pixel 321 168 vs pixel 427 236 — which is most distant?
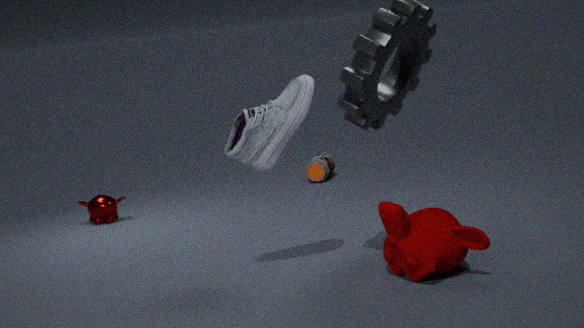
pixel 321 168
